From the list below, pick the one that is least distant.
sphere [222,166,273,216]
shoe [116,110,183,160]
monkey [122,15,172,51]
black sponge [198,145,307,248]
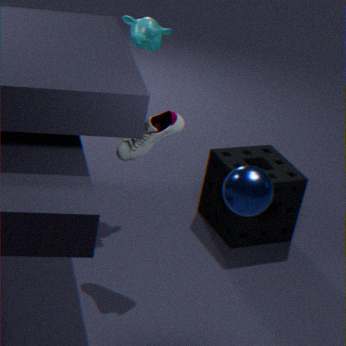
sphere [222,166,273,216]
